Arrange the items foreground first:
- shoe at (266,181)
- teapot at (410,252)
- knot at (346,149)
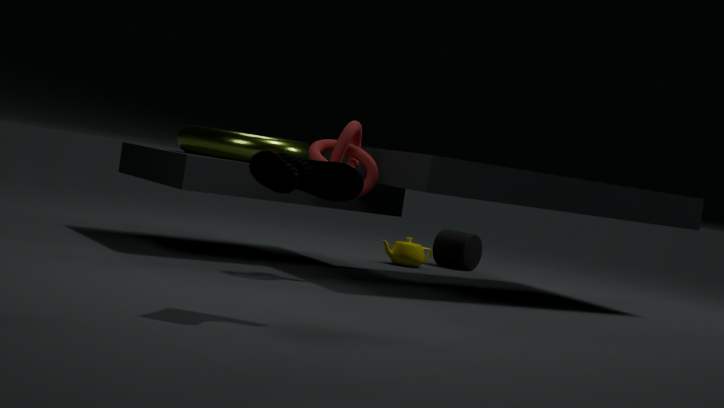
shoe at (266,181)
knot at (346,149)
teapot at (410,252)
